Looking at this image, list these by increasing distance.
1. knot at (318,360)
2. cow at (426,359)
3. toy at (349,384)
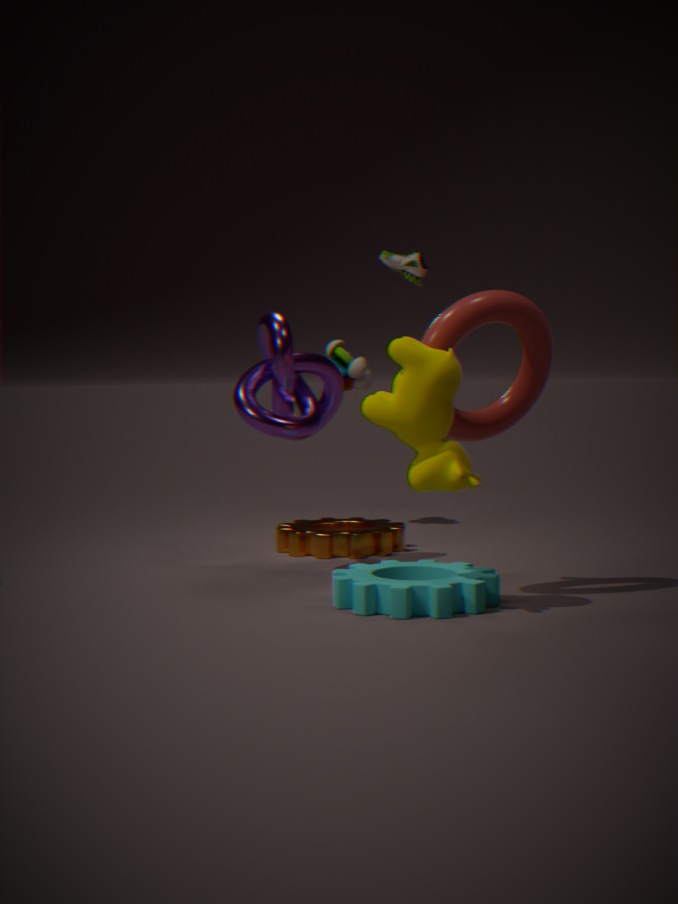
Result: 1. cow at (426,359)
2. knot at (318,360)
3. toy at (349,384)
